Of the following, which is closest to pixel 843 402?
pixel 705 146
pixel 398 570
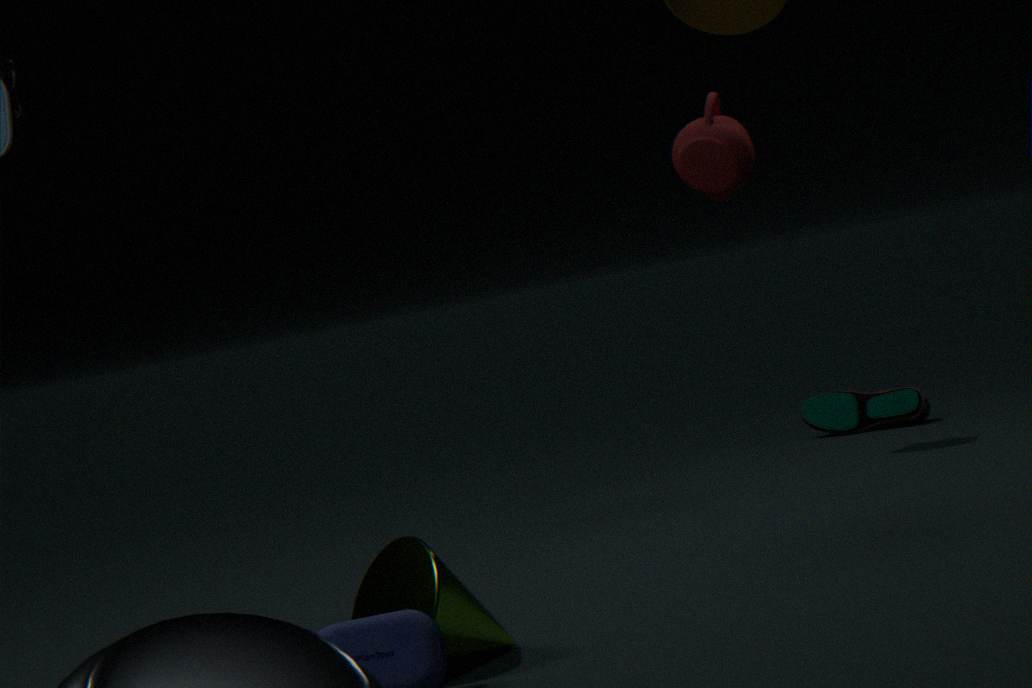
pixel 705 146
